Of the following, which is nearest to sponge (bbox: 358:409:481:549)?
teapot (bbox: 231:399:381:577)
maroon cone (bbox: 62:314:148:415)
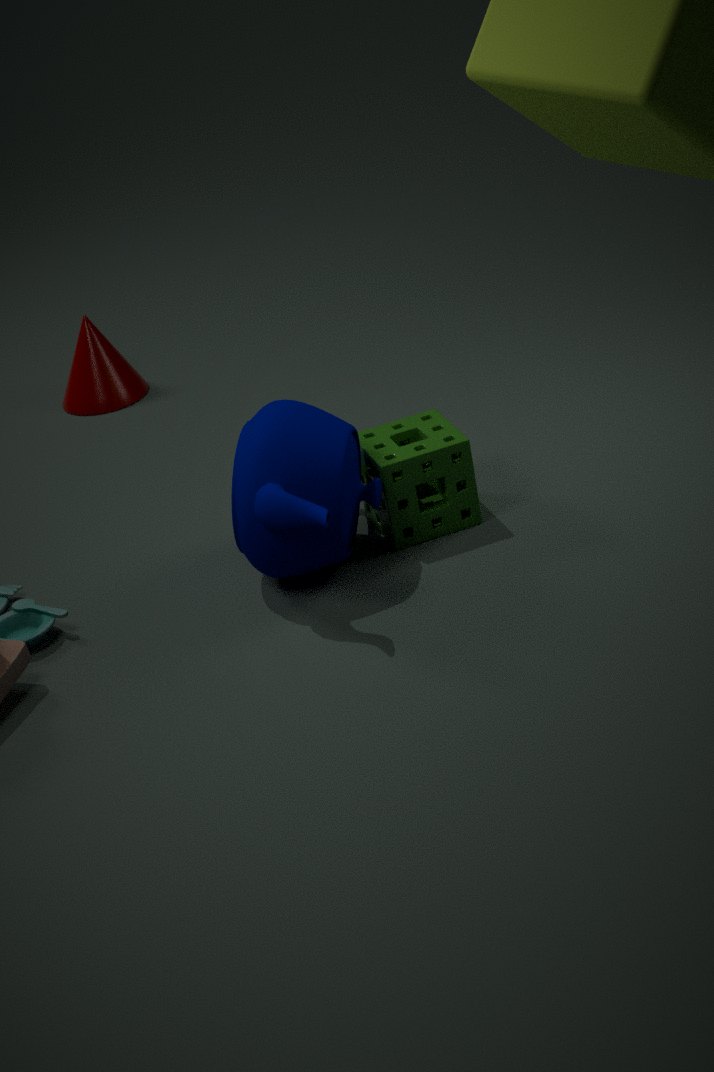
teapot (bbox: 231:399:381:577)
